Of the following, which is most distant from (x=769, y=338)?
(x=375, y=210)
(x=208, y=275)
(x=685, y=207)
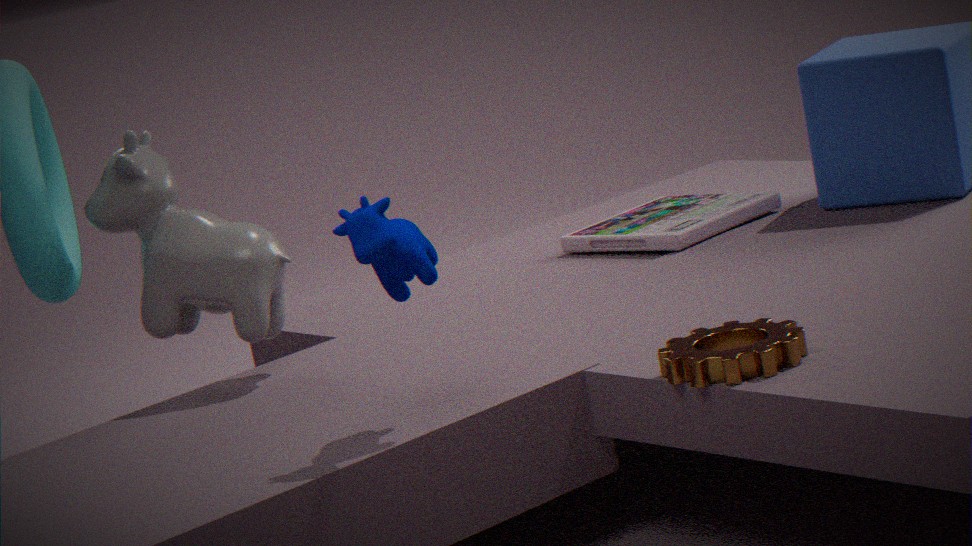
(x=685, y=207)
